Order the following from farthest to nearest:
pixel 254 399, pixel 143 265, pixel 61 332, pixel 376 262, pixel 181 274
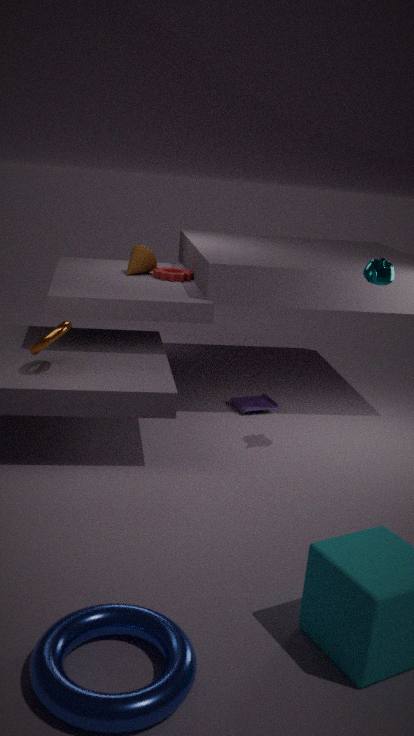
1. pixel 254 399
2. pixel 143 265
3. pixel 181 274
4. pixel 376 262
5. pixel 61 332
